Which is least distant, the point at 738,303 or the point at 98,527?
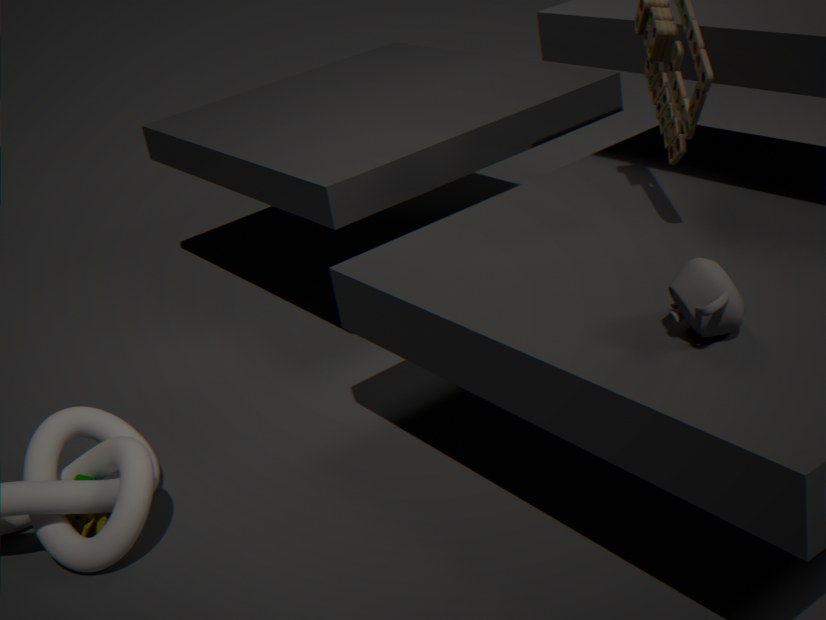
the point at 738,303
